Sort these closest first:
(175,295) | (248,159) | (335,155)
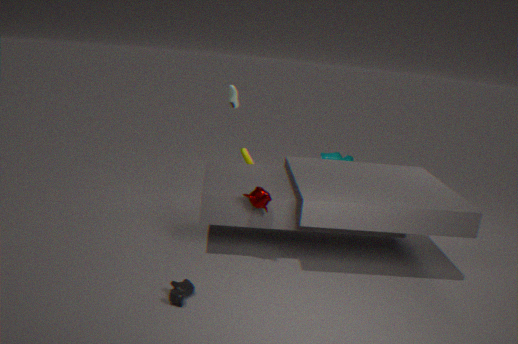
(175,295) → (248,159) → (335,155)
